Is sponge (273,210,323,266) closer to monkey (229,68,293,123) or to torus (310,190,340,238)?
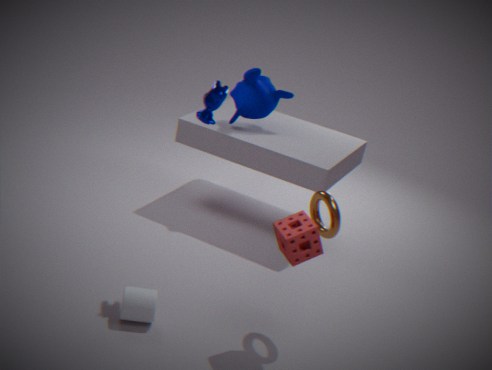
torus (310,190,340,238)
